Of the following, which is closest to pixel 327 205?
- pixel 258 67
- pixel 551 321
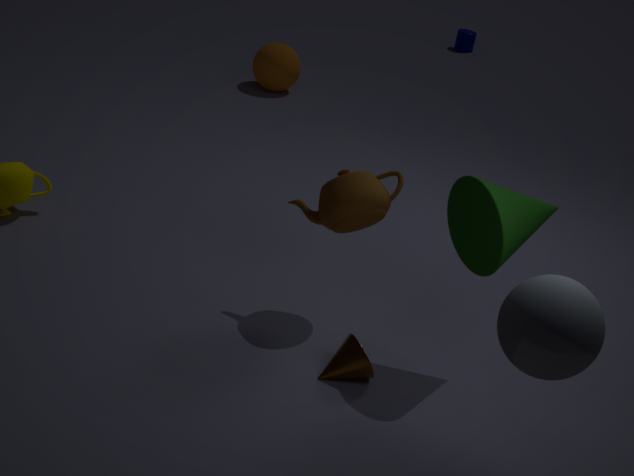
pixel 551 321
